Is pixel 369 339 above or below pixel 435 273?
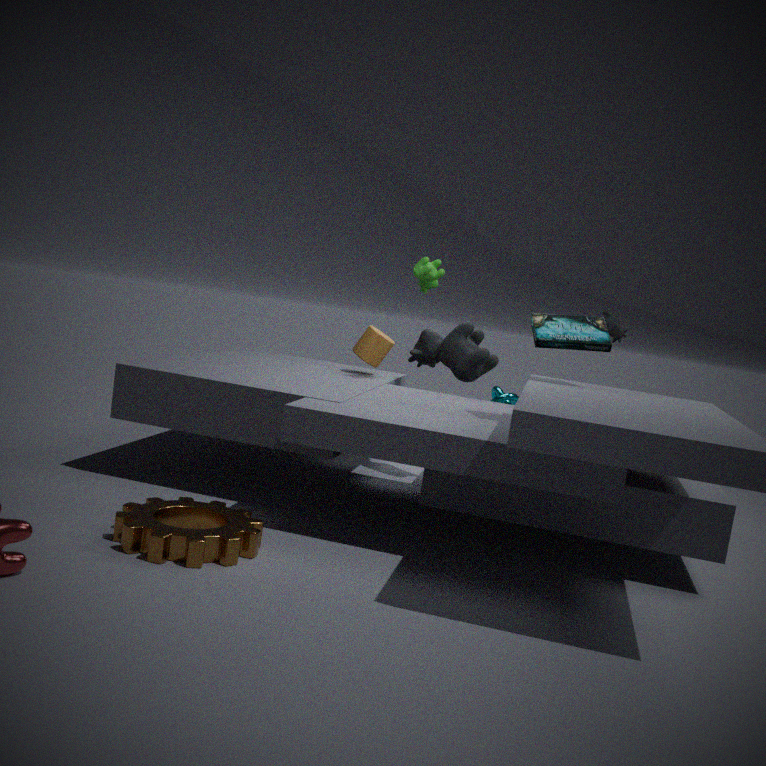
below
